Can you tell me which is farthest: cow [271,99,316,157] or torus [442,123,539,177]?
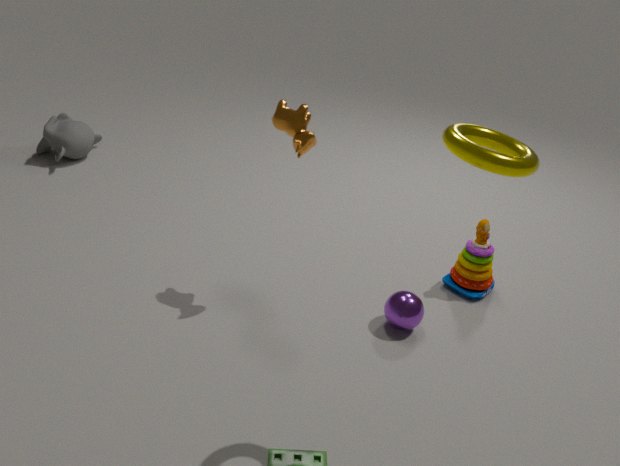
cow [271,99,316,157]
